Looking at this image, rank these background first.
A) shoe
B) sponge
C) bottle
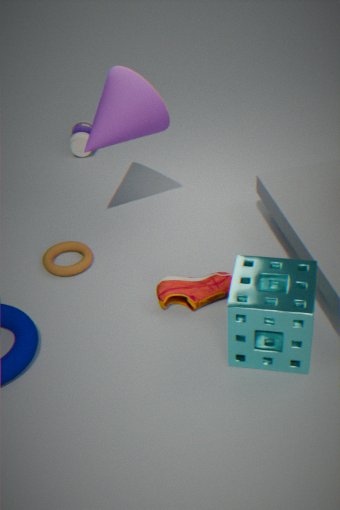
bottle, shoe, sponge
